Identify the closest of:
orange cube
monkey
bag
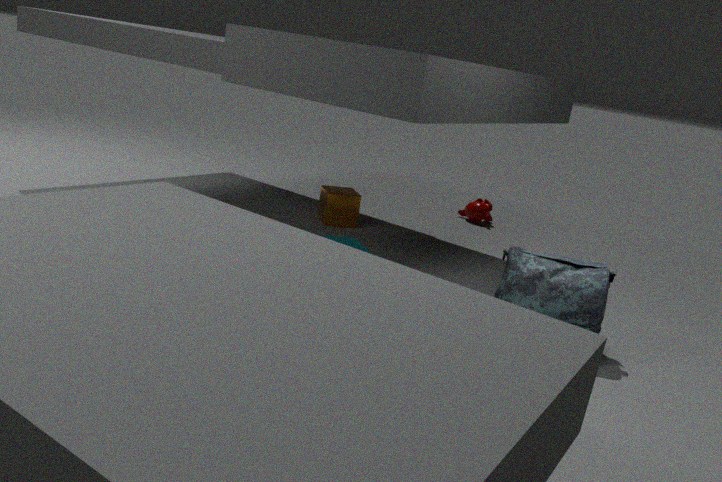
bag
